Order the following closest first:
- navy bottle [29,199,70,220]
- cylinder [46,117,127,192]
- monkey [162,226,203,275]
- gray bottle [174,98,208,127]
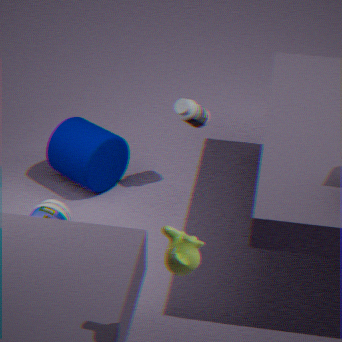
monkey [162,226,203,275], navy bottle [29,199,70,220], gray bottle [174,98,208,127], cylinder [46,117,127,192]
